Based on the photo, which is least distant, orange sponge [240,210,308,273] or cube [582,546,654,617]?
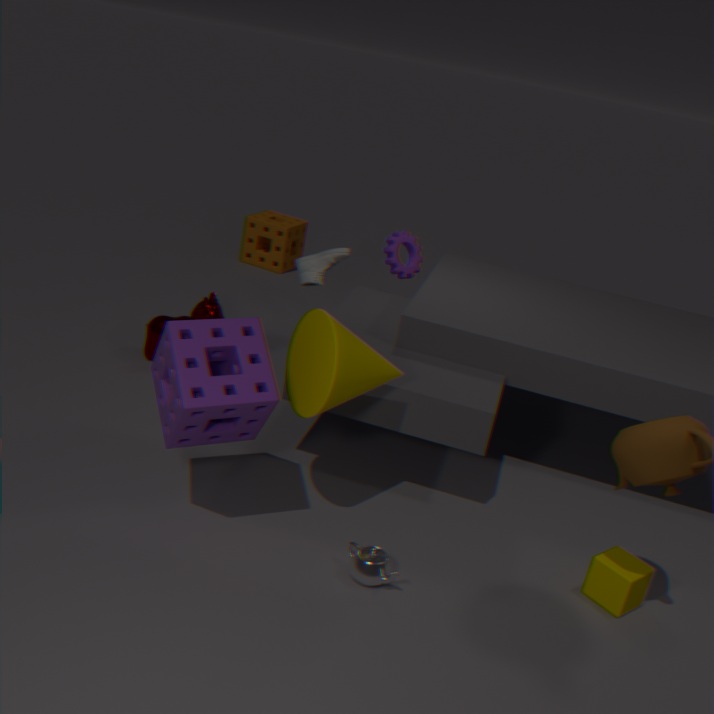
cube [582,546,654,617]
